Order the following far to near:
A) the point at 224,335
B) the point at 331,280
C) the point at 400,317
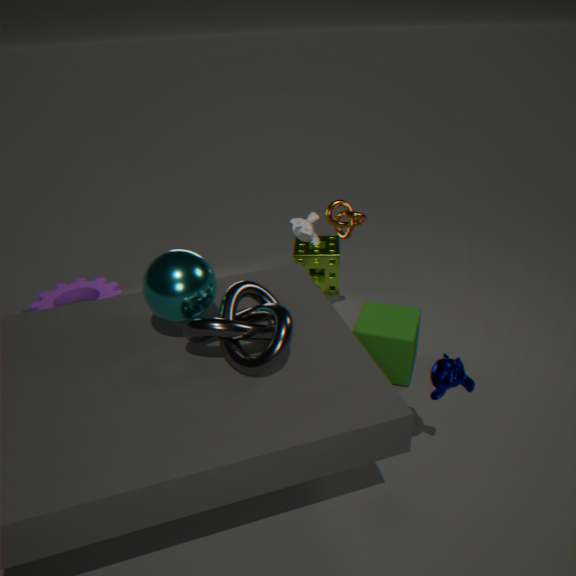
the point at 331,280 < the point at 400,317 < the point at 224,335
